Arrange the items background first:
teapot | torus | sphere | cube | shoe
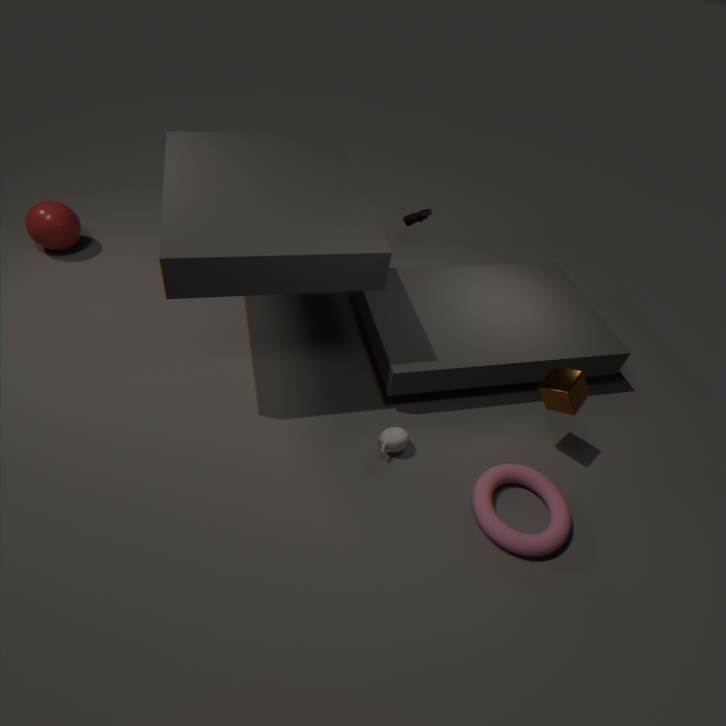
shoe < sphere < teapot < cube < torus
